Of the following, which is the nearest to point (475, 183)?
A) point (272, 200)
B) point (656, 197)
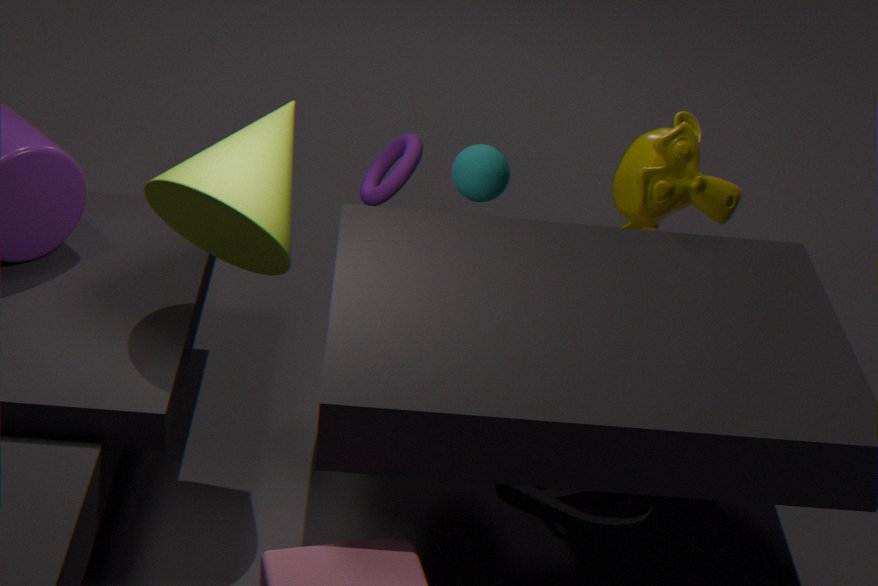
point (656, 197)
